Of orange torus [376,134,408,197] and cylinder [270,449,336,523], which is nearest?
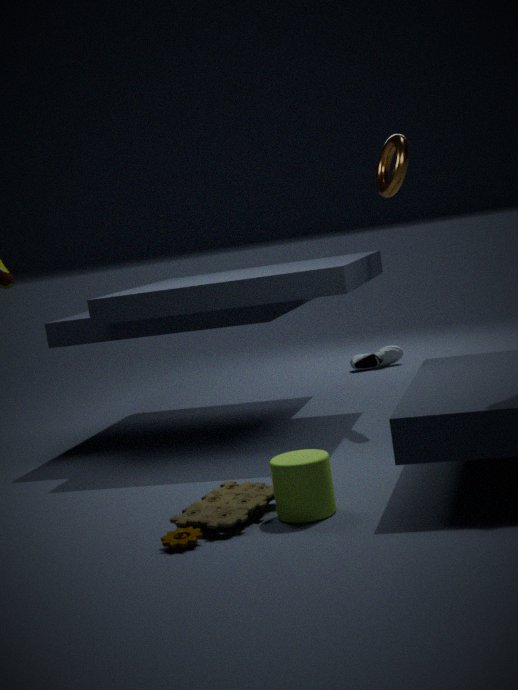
cylinder [270,449,336,523]
